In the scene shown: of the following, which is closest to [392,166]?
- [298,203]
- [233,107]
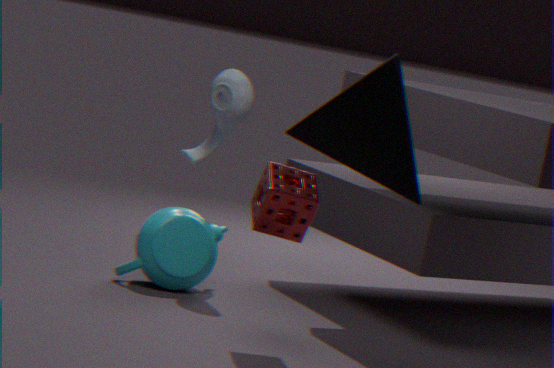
[298,203]
